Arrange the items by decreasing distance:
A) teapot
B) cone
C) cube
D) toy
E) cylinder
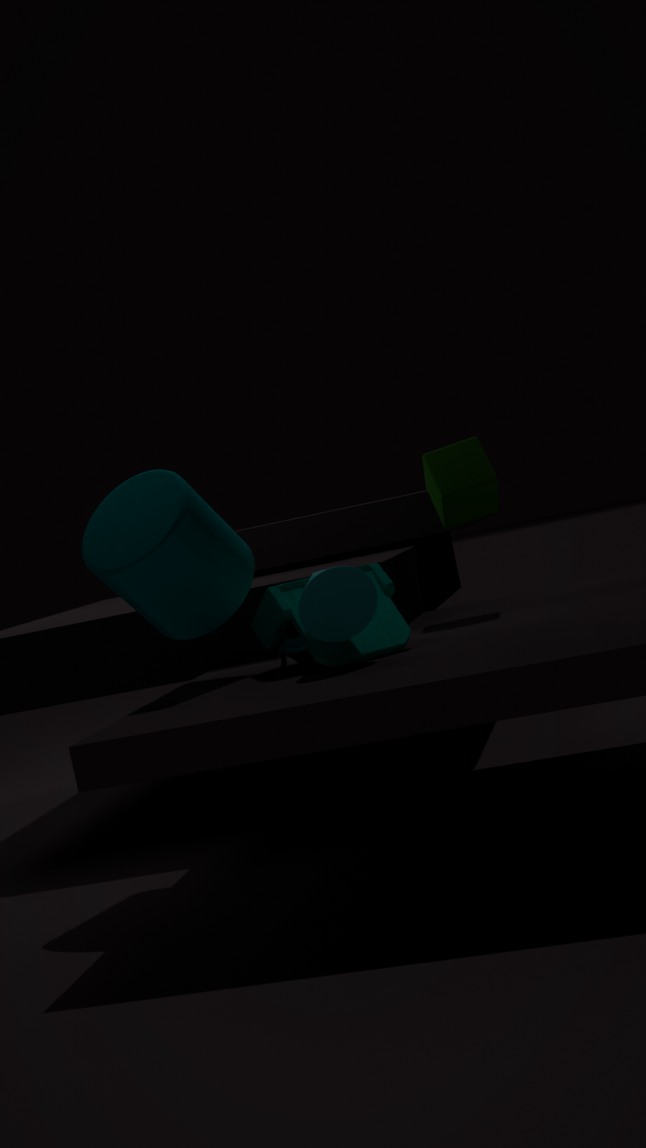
cube
cylinder
teapot
toy
cone
